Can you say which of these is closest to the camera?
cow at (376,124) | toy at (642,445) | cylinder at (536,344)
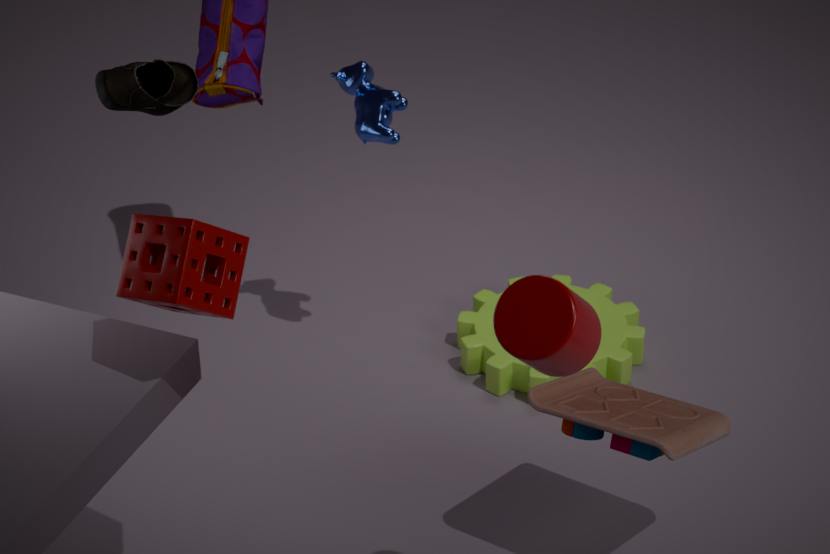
cylinder at (536,344)
